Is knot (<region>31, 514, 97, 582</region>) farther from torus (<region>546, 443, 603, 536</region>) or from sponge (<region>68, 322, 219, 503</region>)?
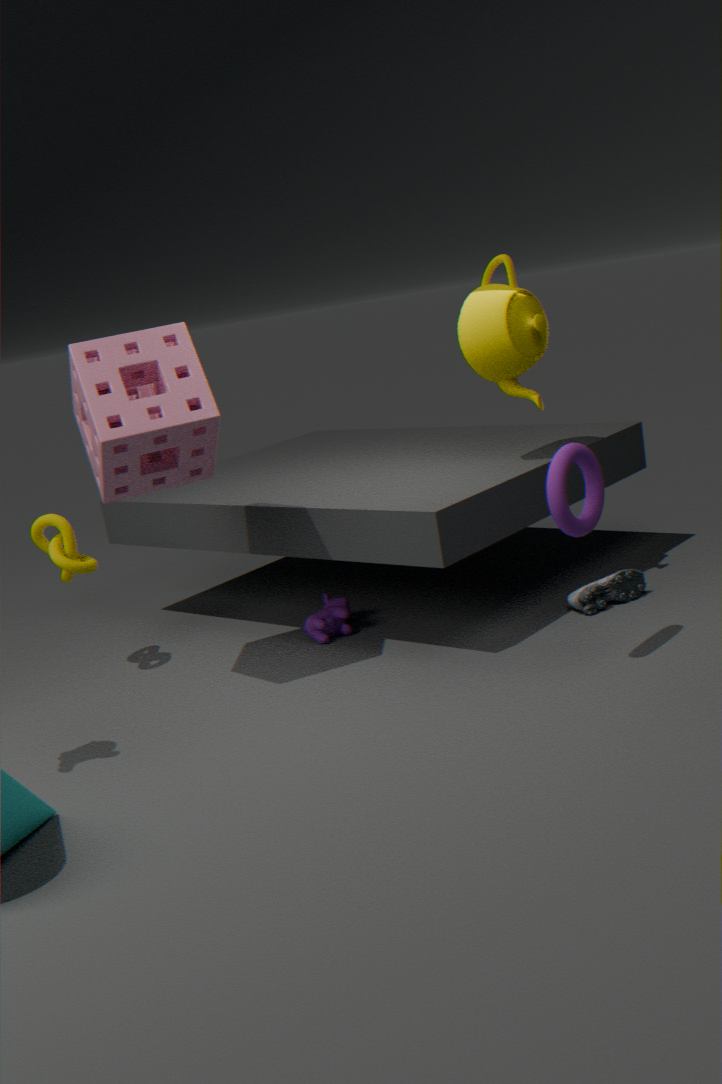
torus (<region>546, 443, 603, 536</region>)
